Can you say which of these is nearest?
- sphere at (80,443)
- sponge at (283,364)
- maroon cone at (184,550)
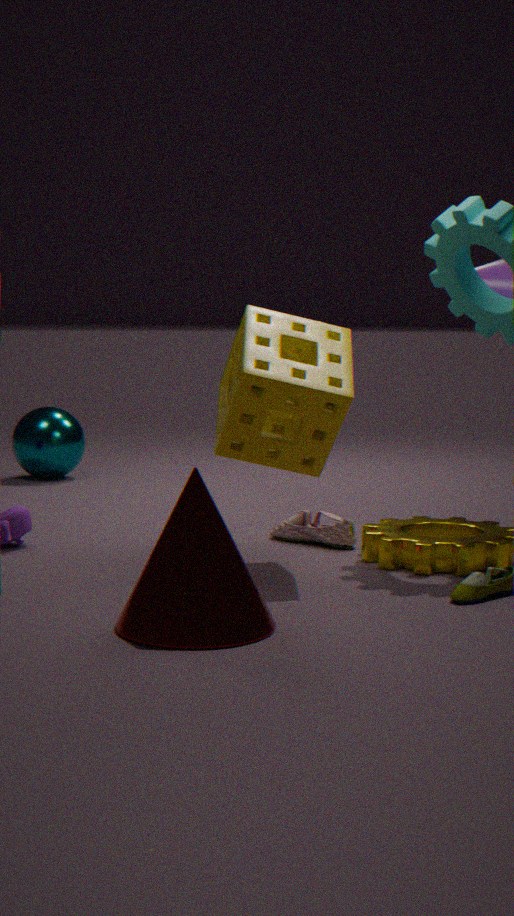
maroon cone at (184,550)
